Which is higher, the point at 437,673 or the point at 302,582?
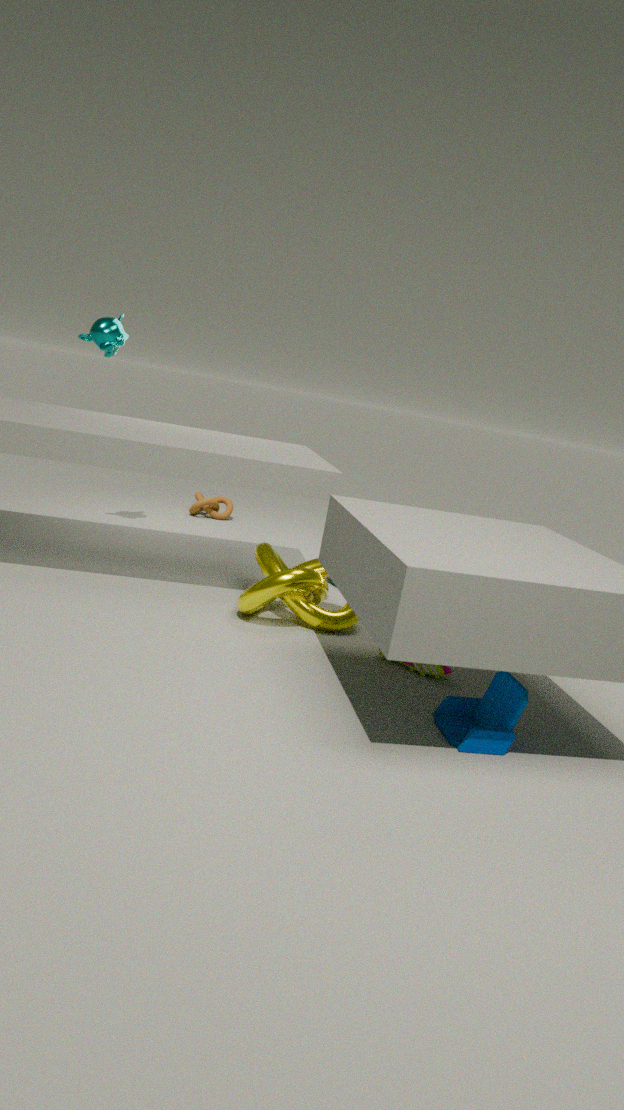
the point at 302,582
